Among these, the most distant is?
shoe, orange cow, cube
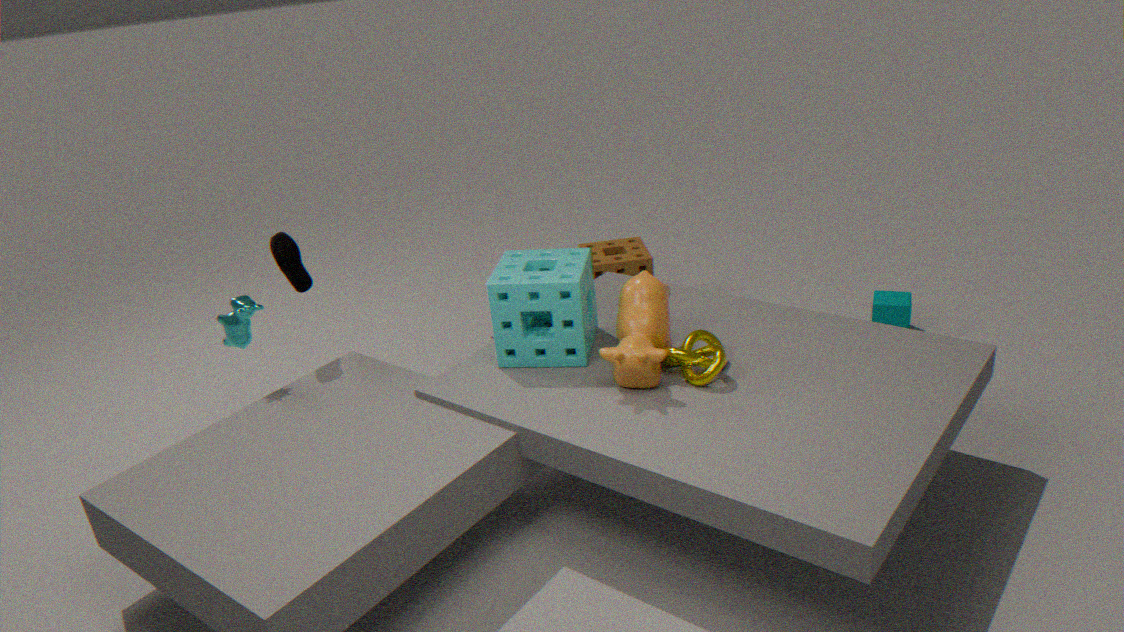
cube
